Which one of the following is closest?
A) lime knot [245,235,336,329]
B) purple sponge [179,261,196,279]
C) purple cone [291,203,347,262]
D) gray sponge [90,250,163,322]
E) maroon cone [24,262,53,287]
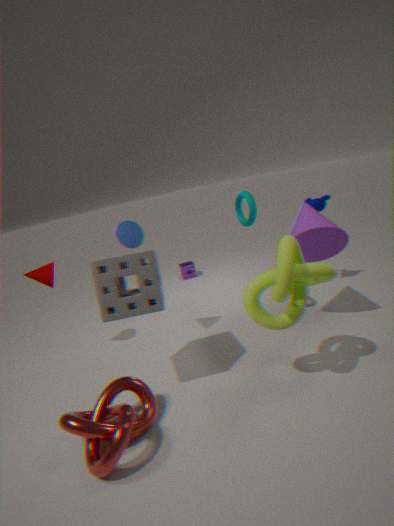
lime knot [245,235,336,329]
